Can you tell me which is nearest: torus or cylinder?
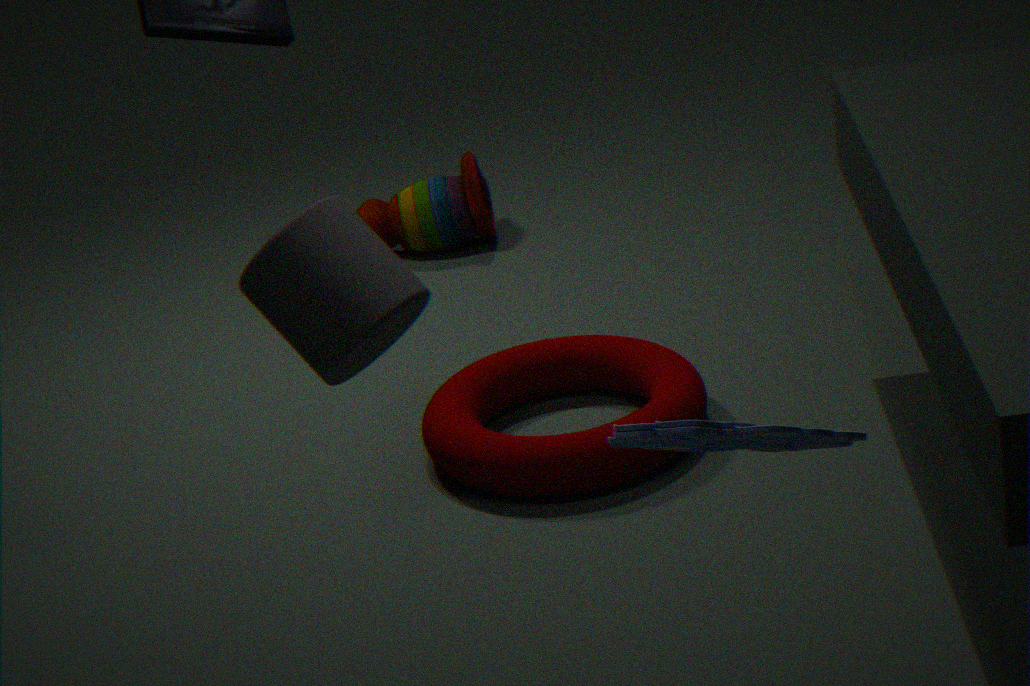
cylinder
